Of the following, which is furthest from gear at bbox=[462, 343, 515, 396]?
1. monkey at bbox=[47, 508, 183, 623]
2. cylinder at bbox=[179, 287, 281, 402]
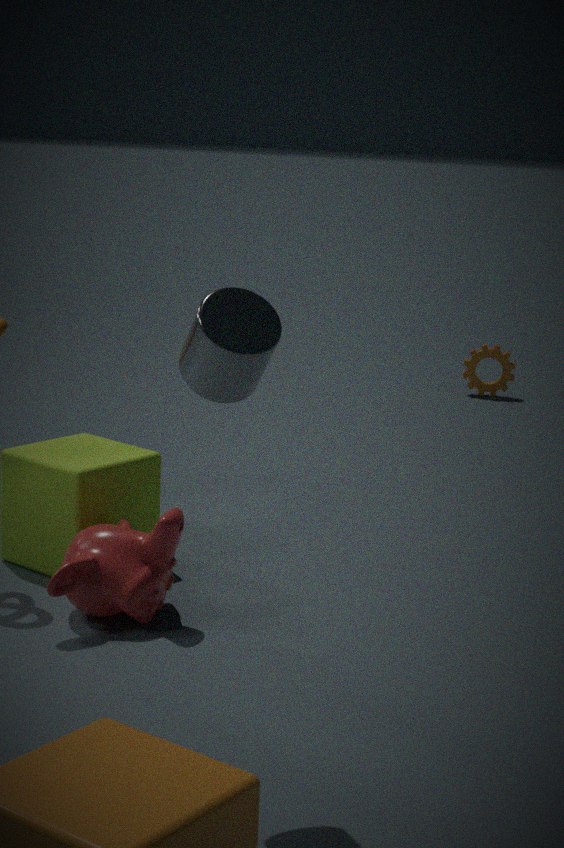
cylinder at bbox=[179, 287, 281, 402]
